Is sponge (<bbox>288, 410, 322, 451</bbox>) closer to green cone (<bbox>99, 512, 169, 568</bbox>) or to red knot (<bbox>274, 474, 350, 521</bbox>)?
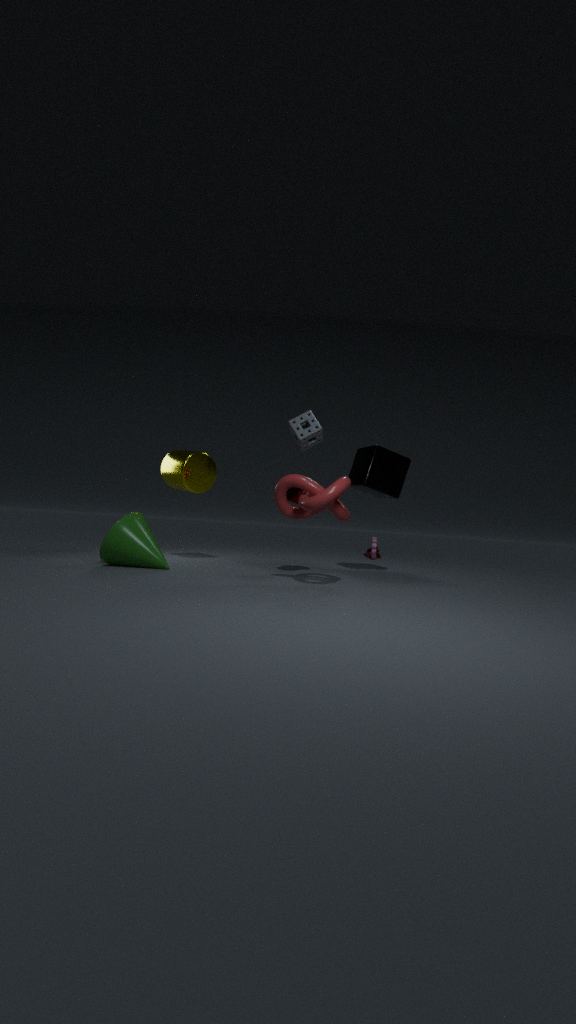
red knot (<bbox>274, 474, 350, 521</bbox>)
